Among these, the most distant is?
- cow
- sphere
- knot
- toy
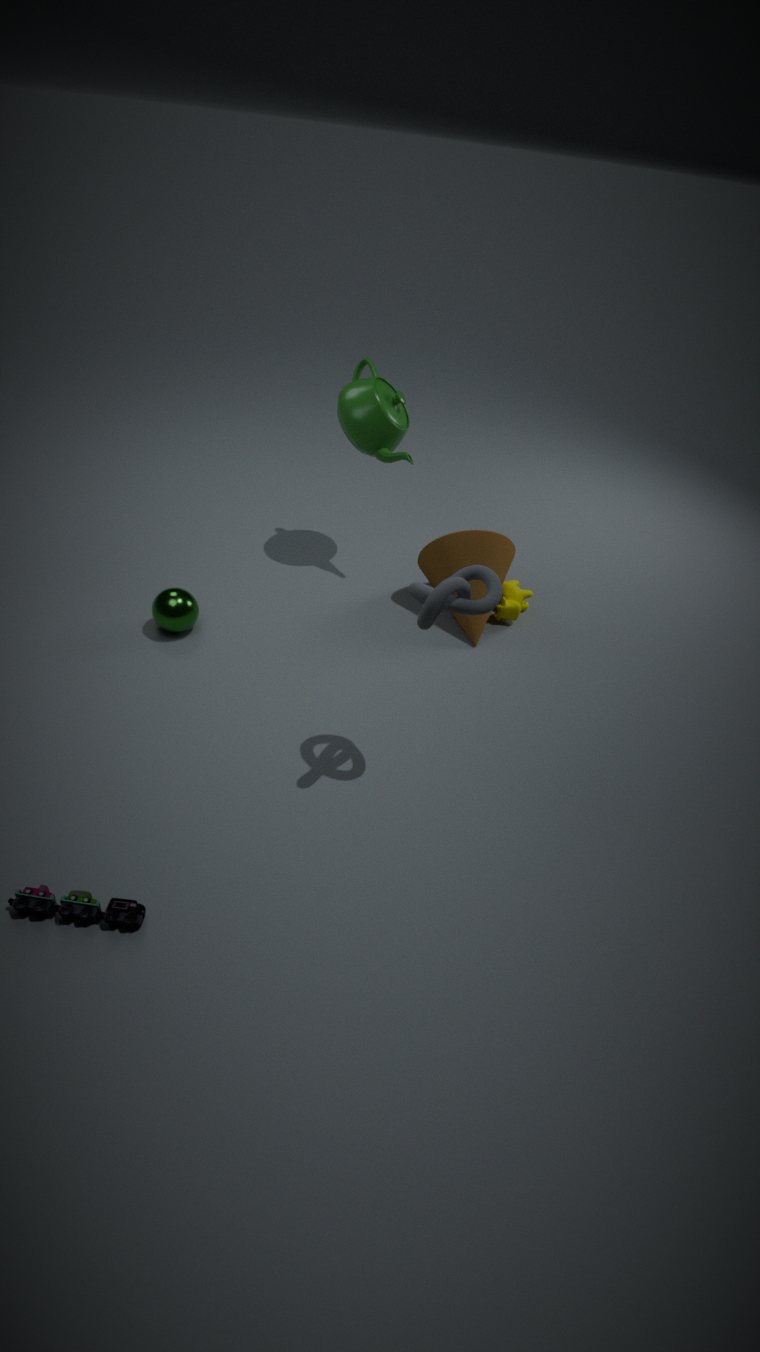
cow
